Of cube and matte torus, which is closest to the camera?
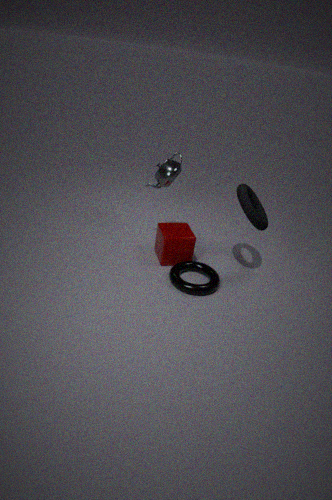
matte torus
